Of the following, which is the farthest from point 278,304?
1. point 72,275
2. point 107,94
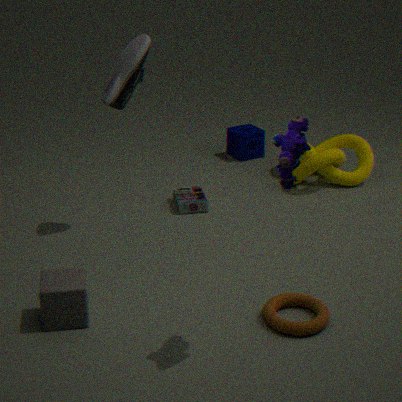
point 107,94
